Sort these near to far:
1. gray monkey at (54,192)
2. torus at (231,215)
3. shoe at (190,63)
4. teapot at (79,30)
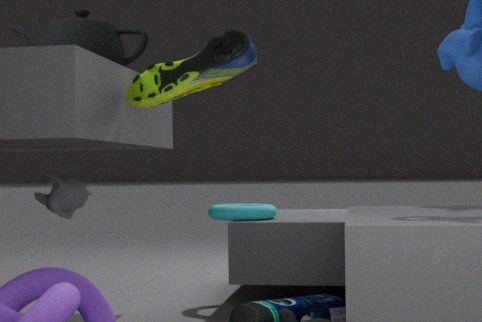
shoe at (190,63) → teapot at (79,30) → gray monkey at (54,192) → torus at (231,215)
